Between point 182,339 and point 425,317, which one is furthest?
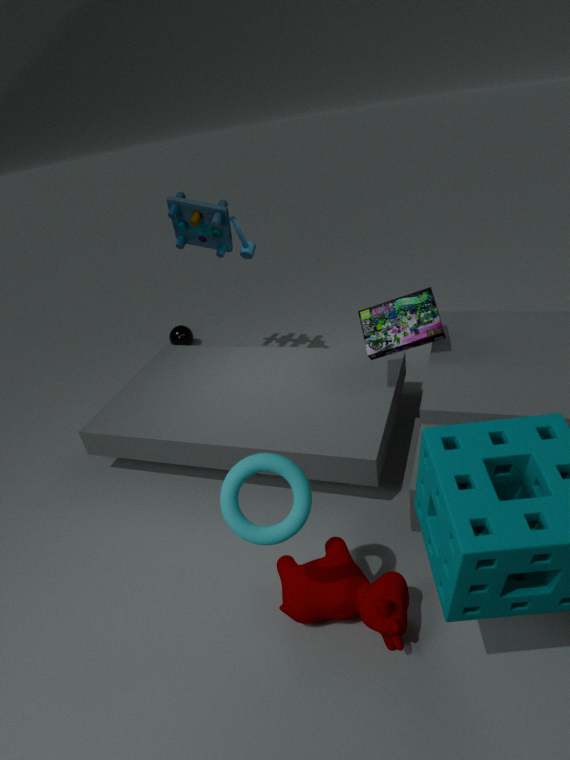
point 182,339
